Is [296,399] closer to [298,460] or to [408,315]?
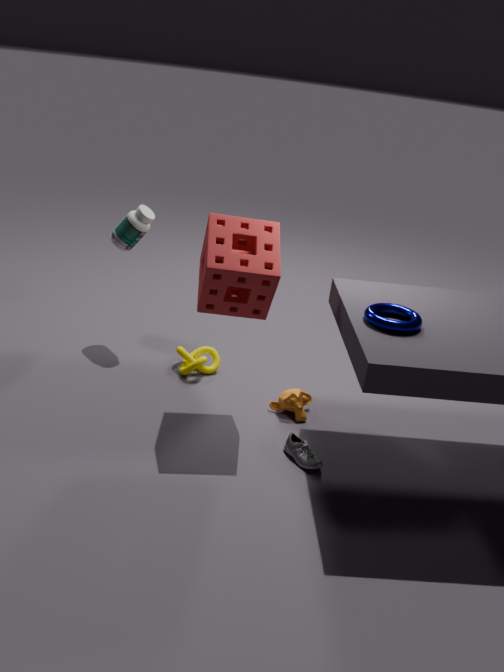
[298,460]
